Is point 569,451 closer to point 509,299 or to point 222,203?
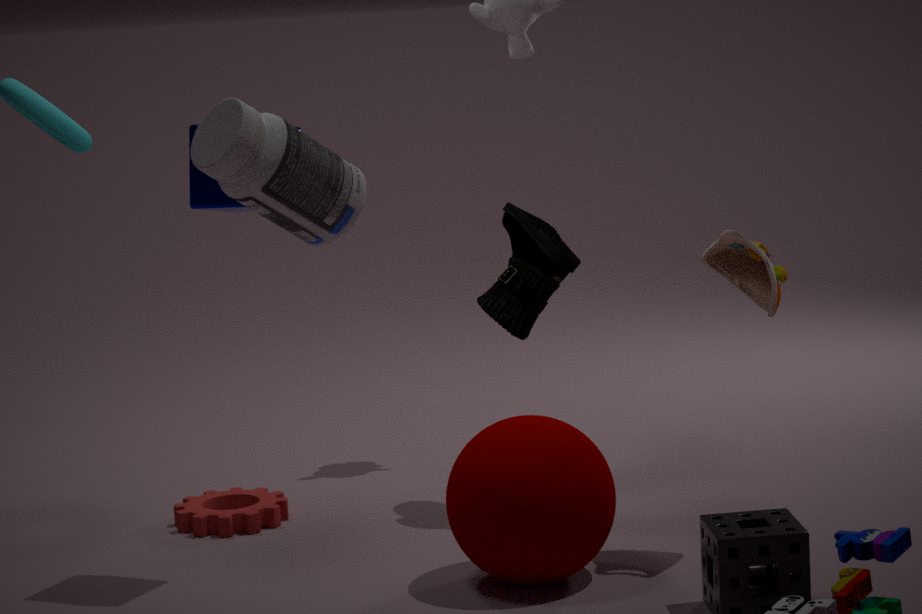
point 509,299
